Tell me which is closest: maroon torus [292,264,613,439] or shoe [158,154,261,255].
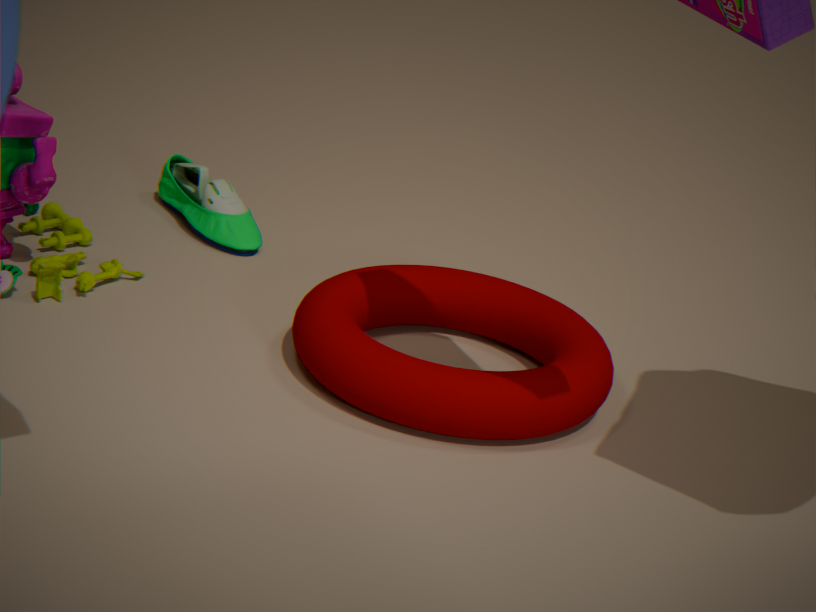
maroon torus [292,264,613,439]
